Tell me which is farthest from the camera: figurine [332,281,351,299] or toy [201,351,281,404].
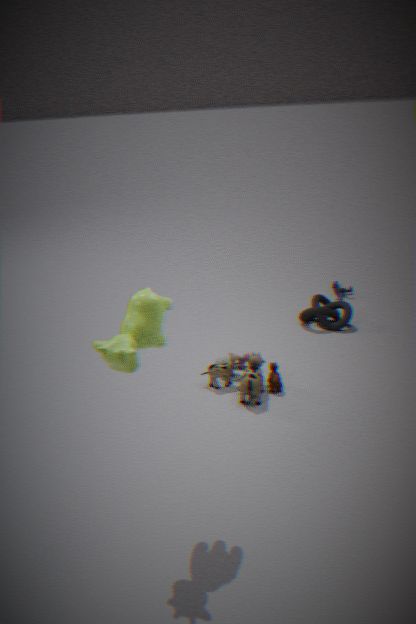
figurine [332,281,351,299]
